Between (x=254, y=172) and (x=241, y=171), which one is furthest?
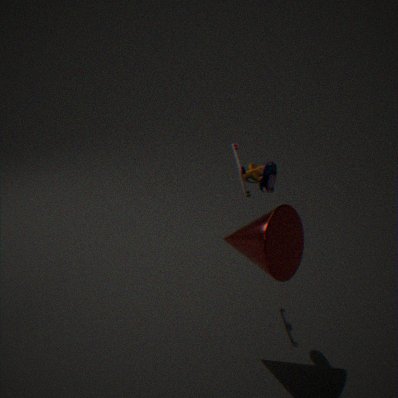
(x=254, y=172)
